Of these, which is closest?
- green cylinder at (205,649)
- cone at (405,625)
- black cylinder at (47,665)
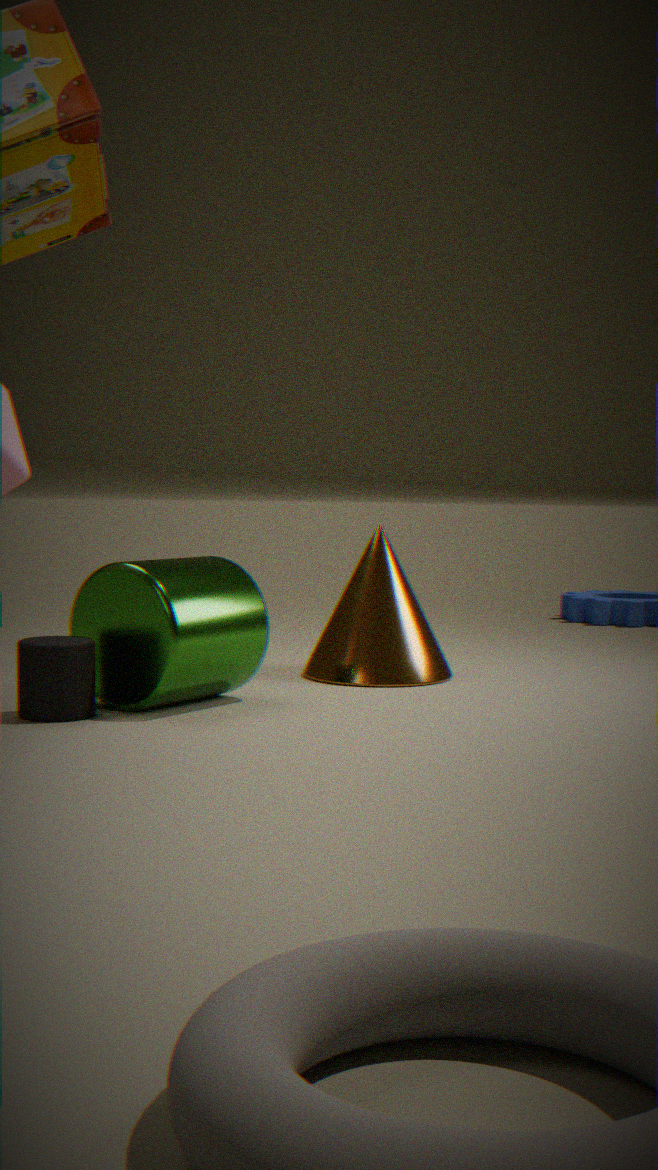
black cylinder at (47,665)
